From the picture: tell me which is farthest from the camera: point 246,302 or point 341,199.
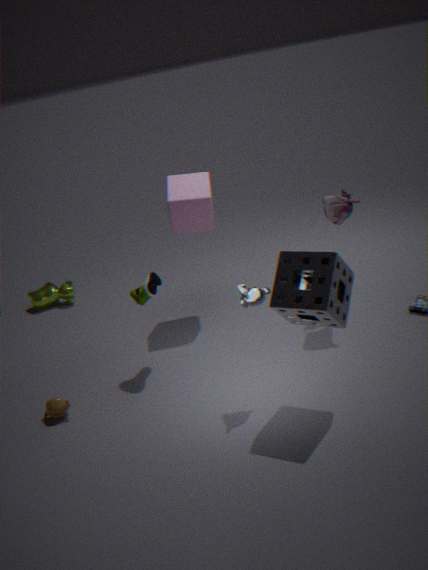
point 341,199
